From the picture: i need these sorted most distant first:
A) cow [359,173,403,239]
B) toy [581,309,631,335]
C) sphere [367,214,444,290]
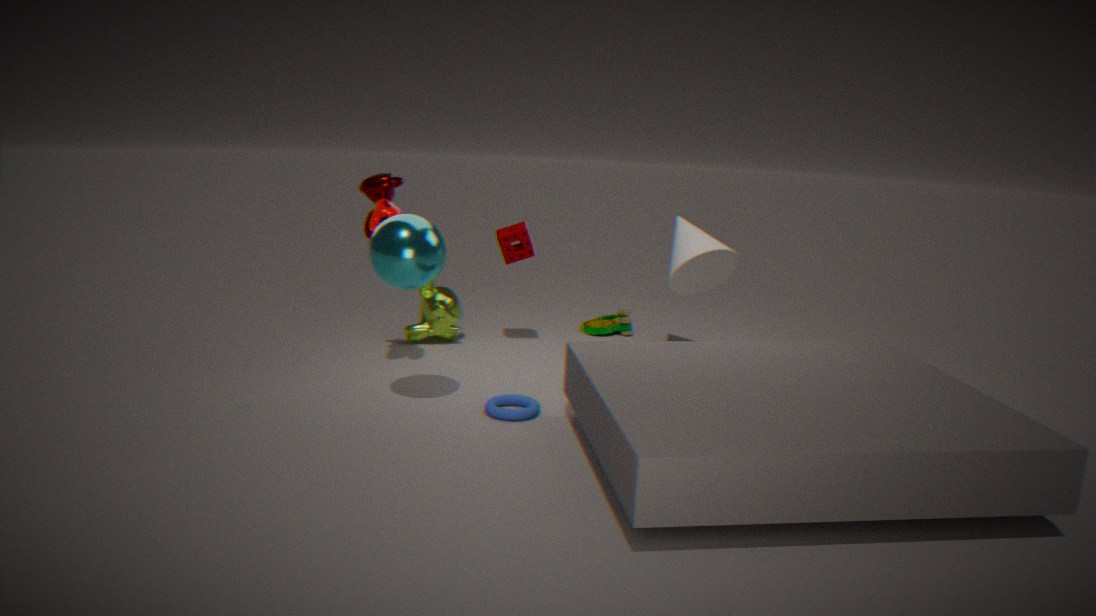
toy [581,309,631,335]
cow [359,173,403,239]
sphere [367,214,444,290]
